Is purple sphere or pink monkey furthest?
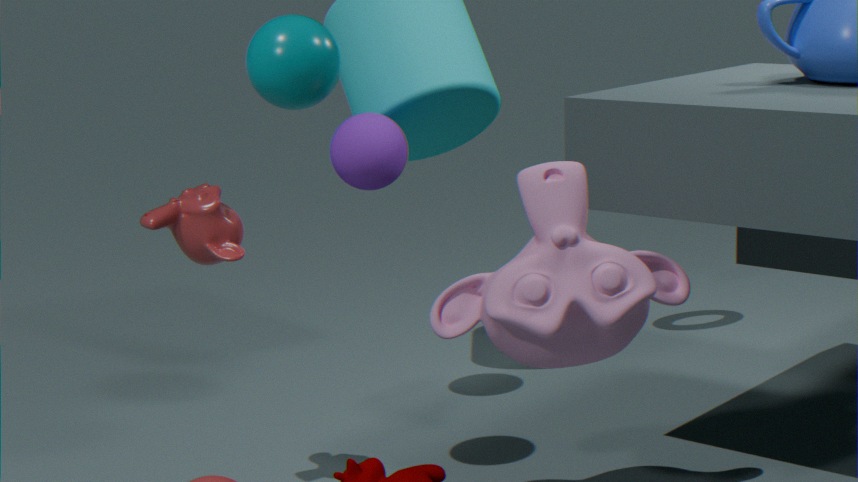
purple sphere
